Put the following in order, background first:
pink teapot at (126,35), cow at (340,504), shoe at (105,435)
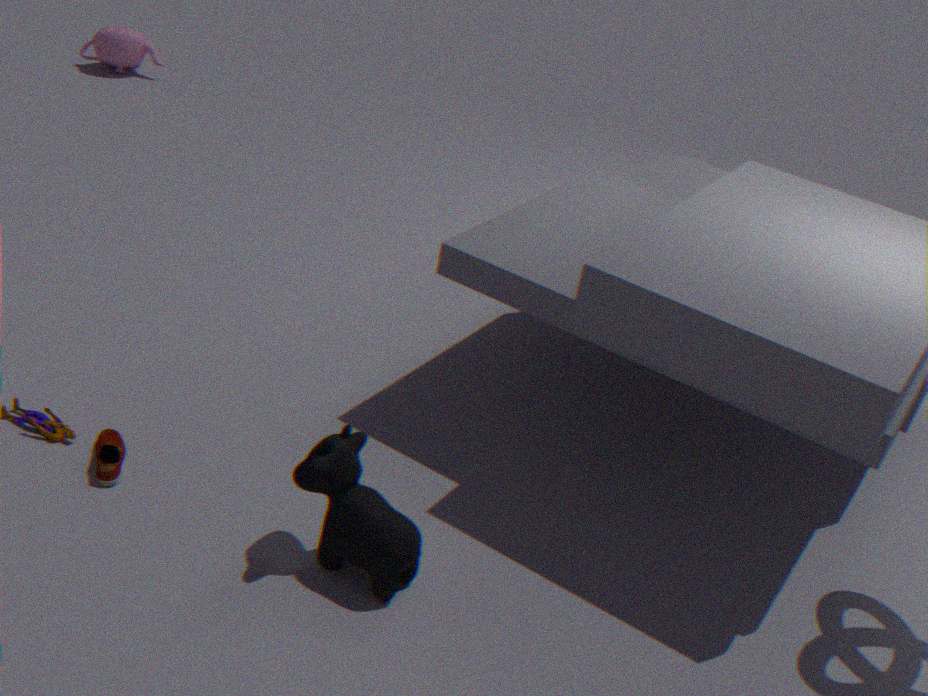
1. pink teapot at (126,35)
2. shoe at (105,435)
3. cow at (340,504)
